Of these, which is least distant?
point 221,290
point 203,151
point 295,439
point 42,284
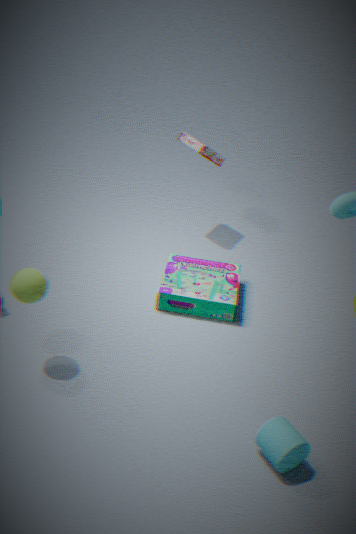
point 295,439
